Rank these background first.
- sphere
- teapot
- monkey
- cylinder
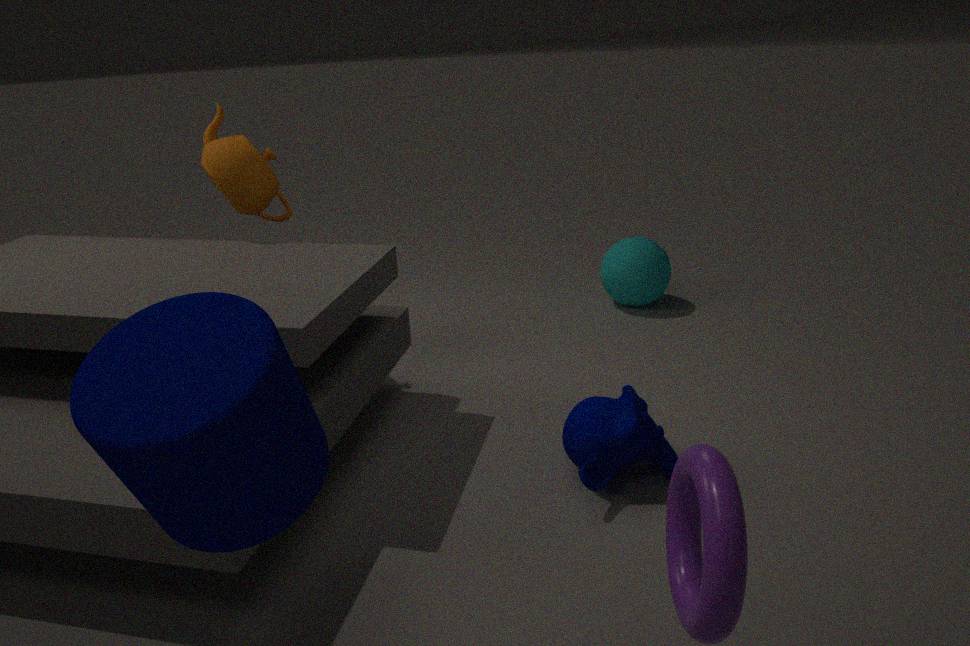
sphere
teapot
monkey
cylinder
